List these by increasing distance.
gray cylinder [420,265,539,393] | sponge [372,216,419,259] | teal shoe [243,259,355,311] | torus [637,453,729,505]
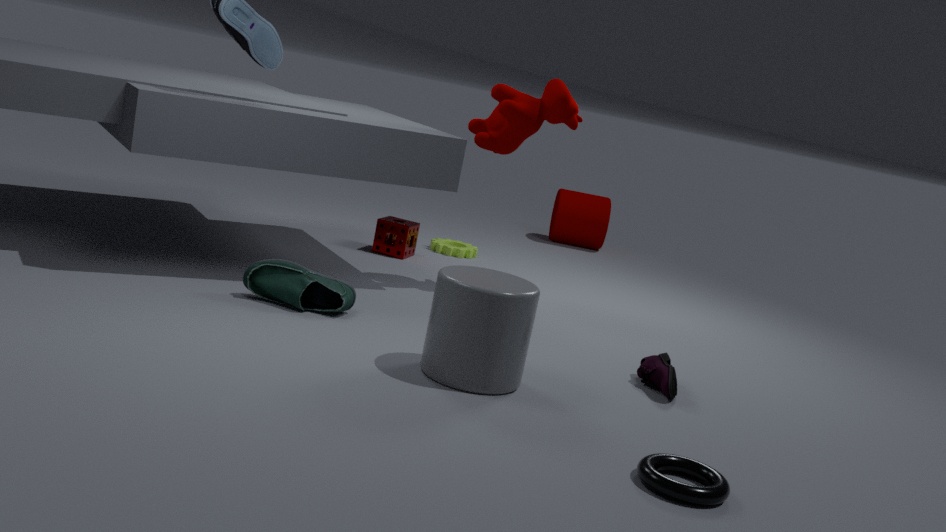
torus [637,453,729,505], gray cylinder [420,265,539,393], teal shoe [243,259,355,311], sponge [372,216,419,259]
